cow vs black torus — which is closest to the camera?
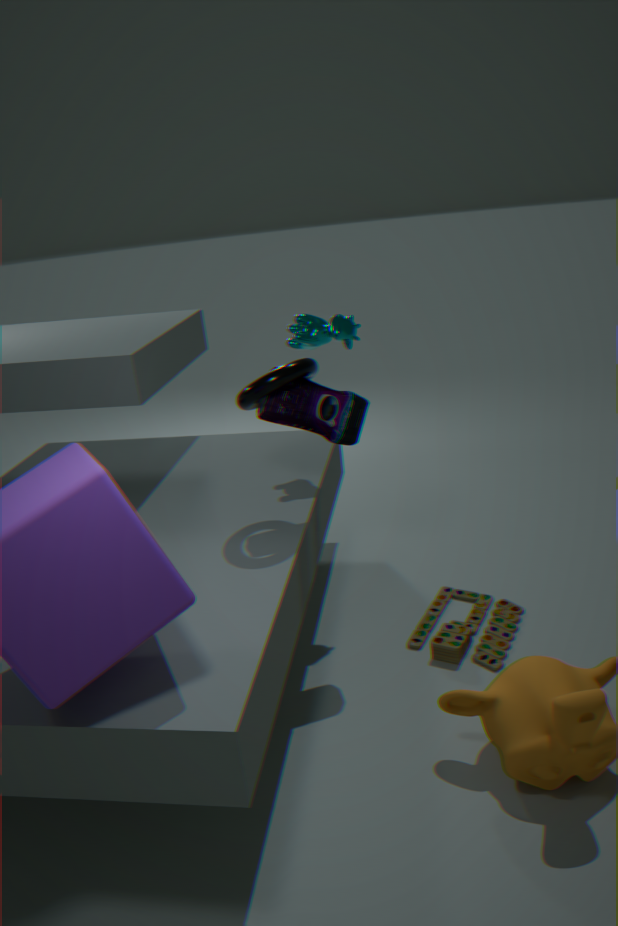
black torus
